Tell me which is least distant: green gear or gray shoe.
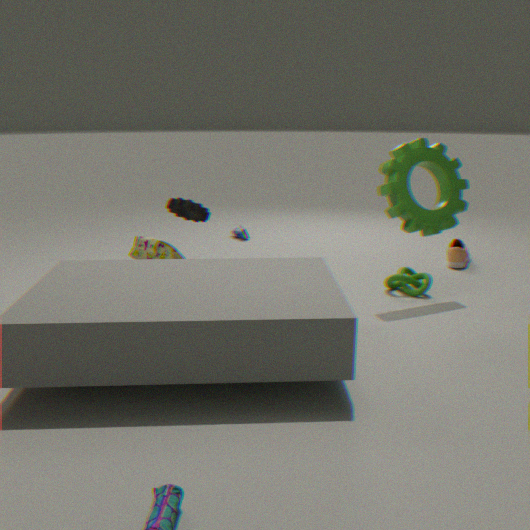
green gear
